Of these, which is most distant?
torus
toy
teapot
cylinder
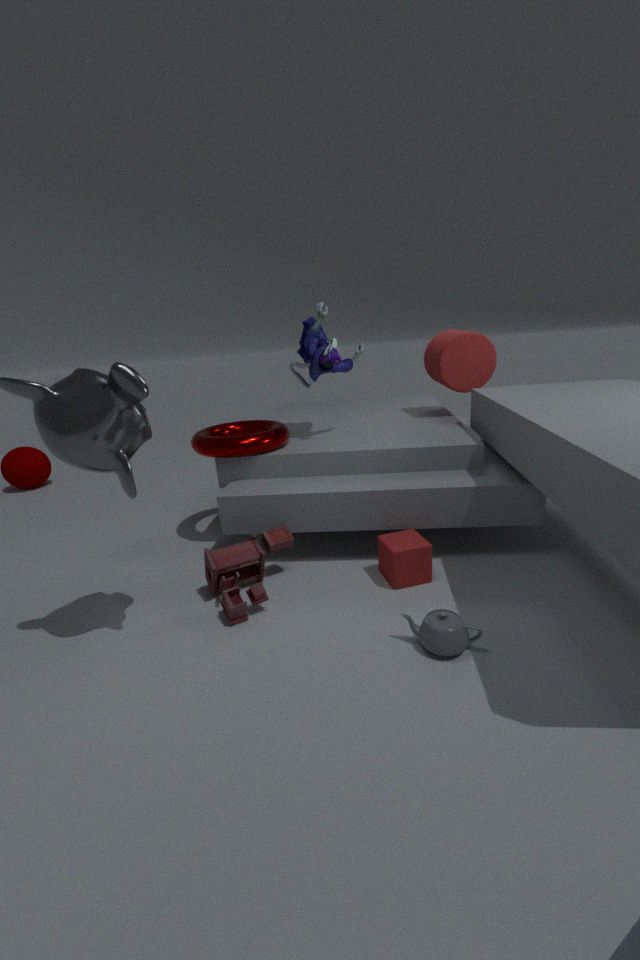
cylinder
